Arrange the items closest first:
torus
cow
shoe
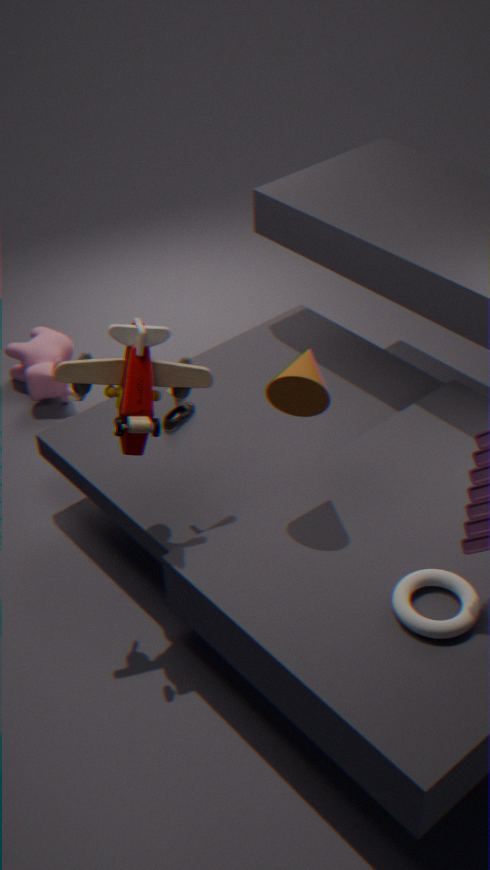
torus, shoe, cow
